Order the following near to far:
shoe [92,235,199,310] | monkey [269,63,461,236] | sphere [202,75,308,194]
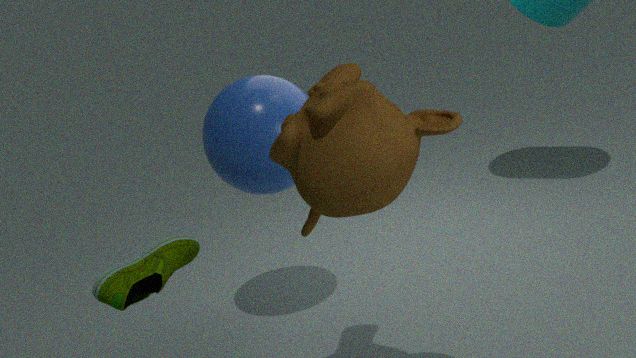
monkey [269,63,461,236]
shoe [92,235,199,310]
sphere [202,75,308,194]
